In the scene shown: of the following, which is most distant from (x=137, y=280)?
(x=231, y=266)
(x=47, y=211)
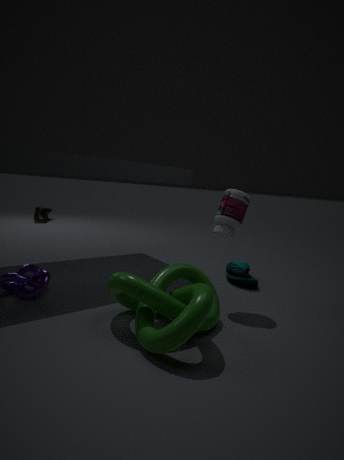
(x=47, y=211)
